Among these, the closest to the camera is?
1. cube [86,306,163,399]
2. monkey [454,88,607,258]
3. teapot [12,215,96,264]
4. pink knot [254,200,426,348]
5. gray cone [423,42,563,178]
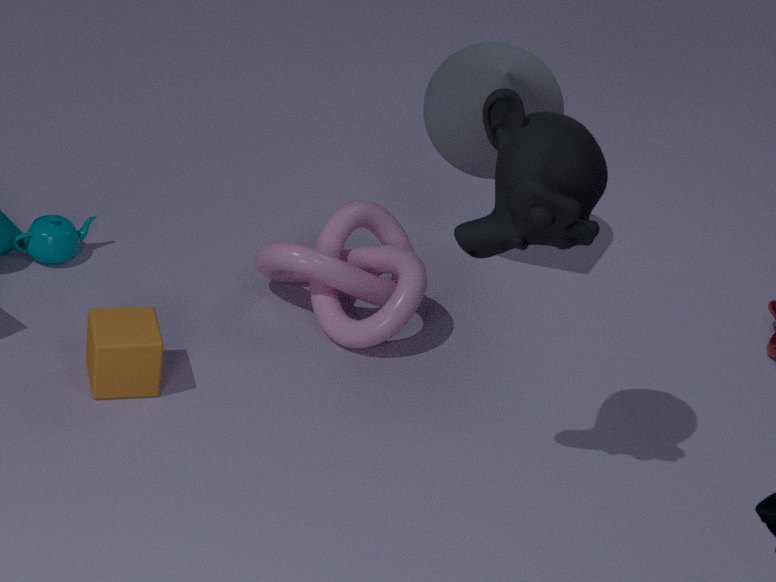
monkey [454,88,607,258]
